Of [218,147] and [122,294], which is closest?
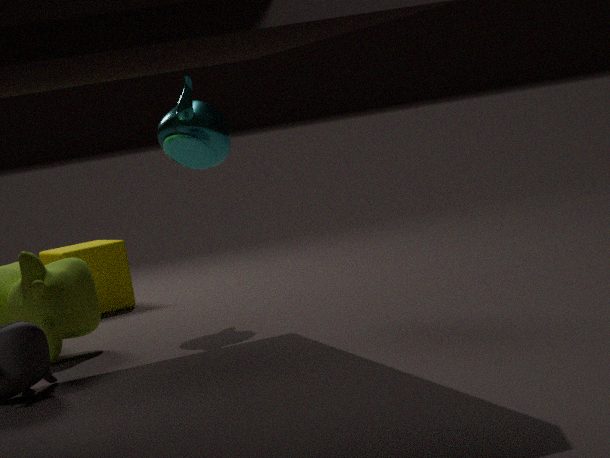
[218,147]
